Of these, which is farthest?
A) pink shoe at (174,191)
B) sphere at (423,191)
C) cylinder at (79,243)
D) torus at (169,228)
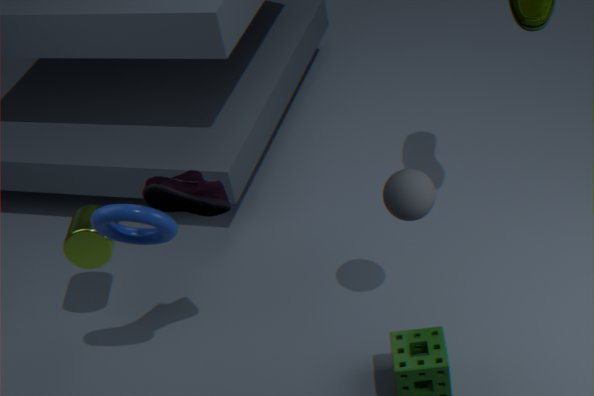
cylinder at (79,243)
